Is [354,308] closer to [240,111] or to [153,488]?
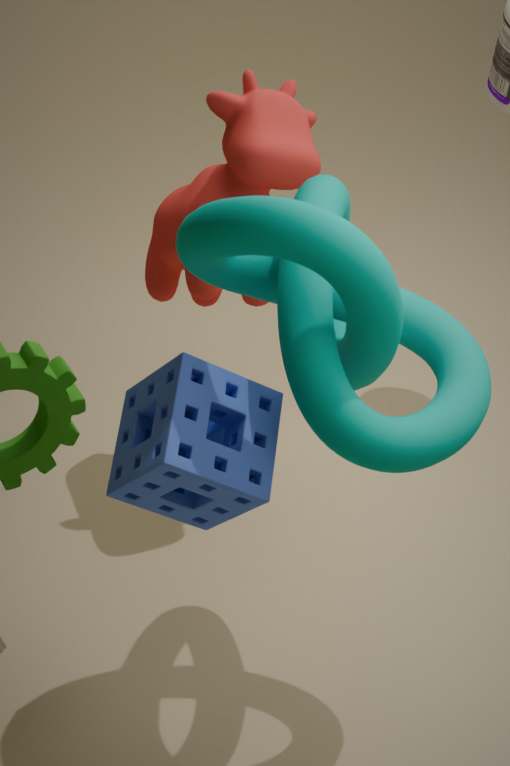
[153,488]
